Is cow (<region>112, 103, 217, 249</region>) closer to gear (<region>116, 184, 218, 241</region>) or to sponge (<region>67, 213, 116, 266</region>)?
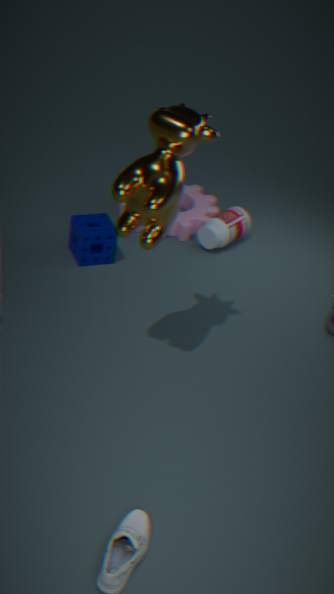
sponge (<region>67, 213, 116, 266</region>)
